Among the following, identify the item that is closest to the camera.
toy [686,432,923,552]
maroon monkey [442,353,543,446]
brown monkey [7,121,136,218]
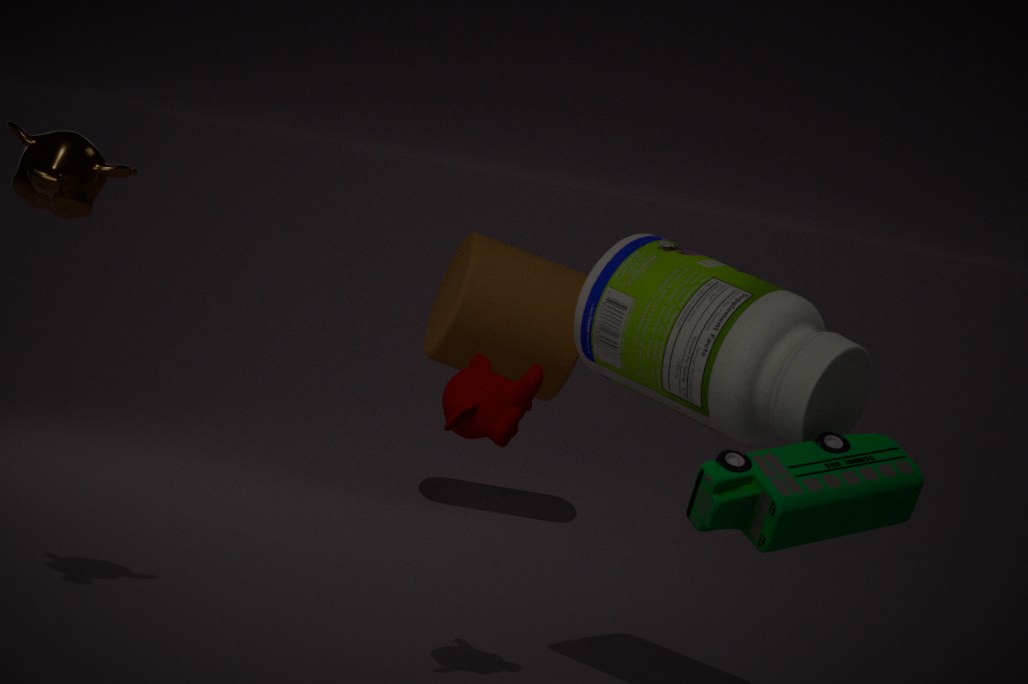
toy [686,432,923,552]
